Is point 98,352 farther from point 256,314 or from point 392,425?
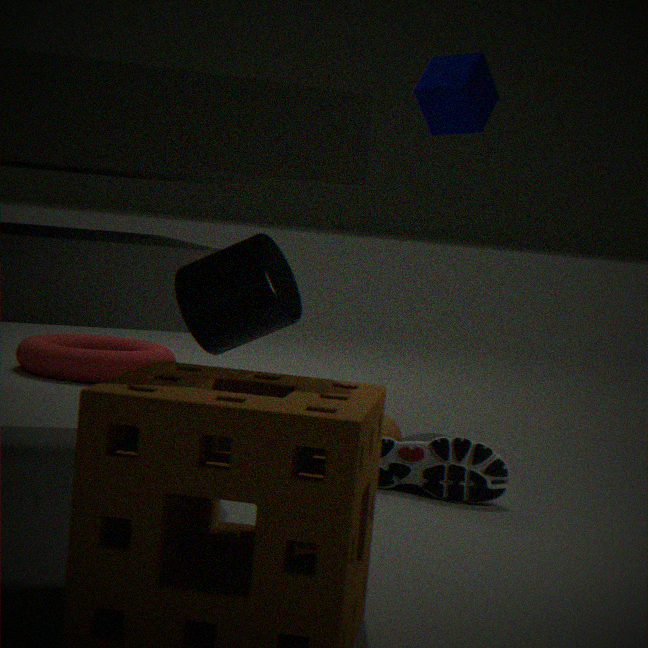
point 256,314
